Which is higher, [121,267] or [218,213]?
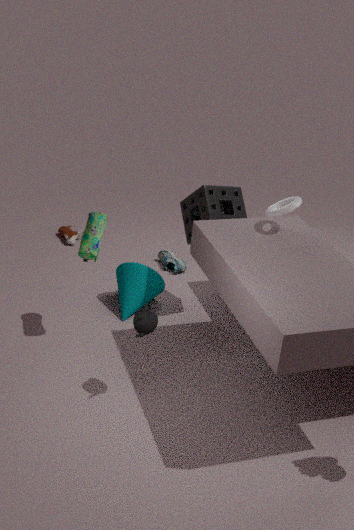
[218,213]
